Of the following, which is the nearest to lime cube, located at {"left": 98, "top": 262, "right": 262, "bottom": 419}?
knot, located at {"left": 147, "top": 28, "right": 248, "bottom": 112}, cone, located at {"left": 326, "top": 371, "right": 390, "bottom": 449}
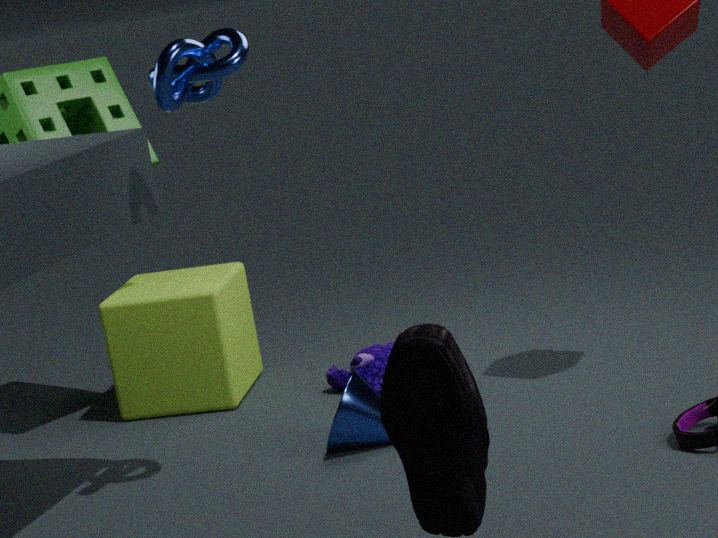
cone, located at {"left": 326, "top": 371, "right": 390, "bottom": 449}
